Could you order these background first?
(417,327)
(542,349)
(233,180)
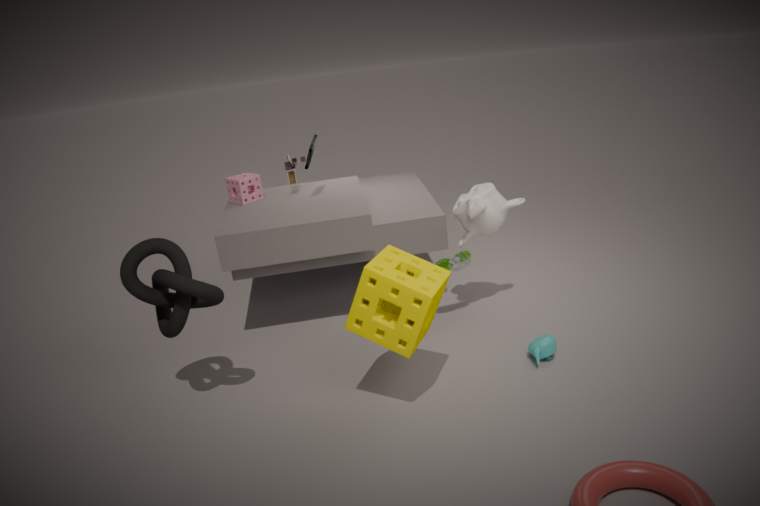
1. (233,180)
2. (542,349)
3. (417,327)
